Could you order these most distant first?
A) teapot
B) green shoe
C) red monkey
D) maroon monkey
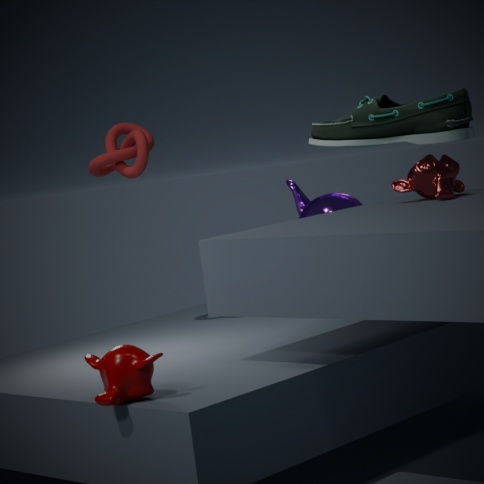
1. A. teapot
2. C. red monkey
3. D. maroon monkey
4. B. green shoe
